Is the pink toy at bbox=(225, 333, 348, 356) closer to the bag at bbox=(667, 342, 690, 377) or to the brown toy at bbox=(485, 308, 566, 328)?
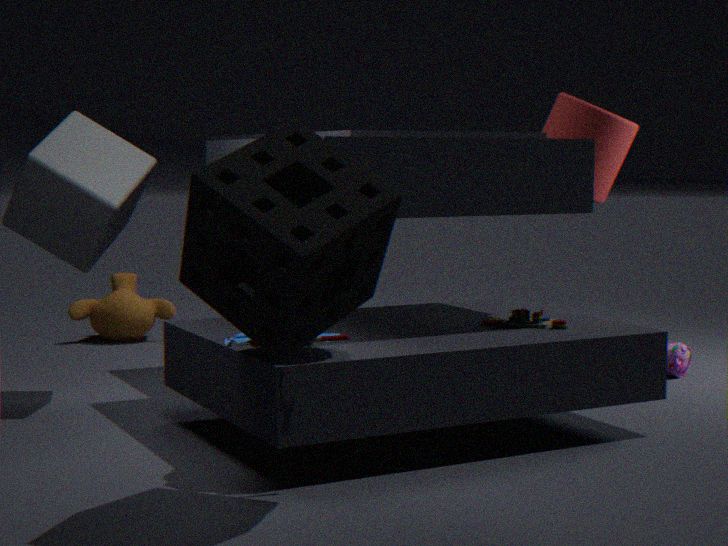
the brown toy at bbox=(485, 308, 566, 328)
